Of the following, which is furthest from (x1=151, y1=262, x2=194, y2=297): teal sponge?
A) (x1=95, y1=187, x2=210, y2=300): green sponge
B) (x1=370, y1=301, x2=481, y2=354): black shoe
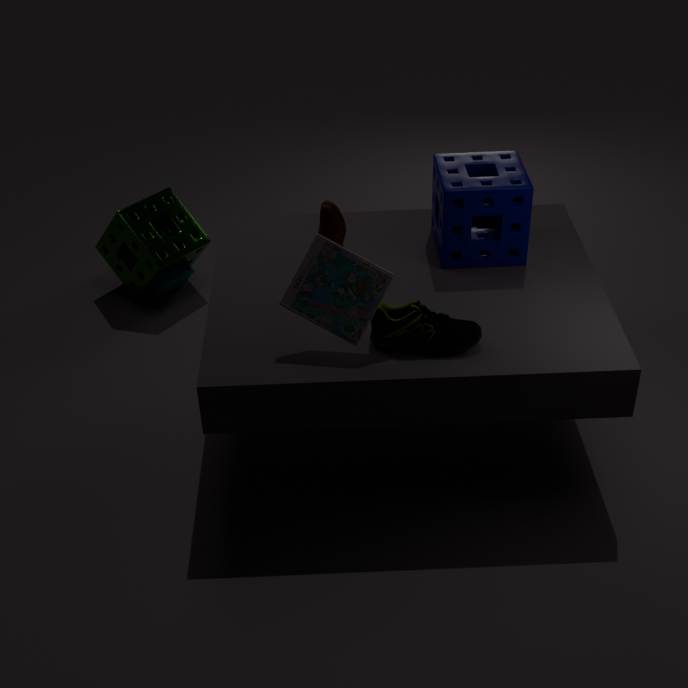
(x1=370, y1=301, x2=481, y2=354): black shoe
